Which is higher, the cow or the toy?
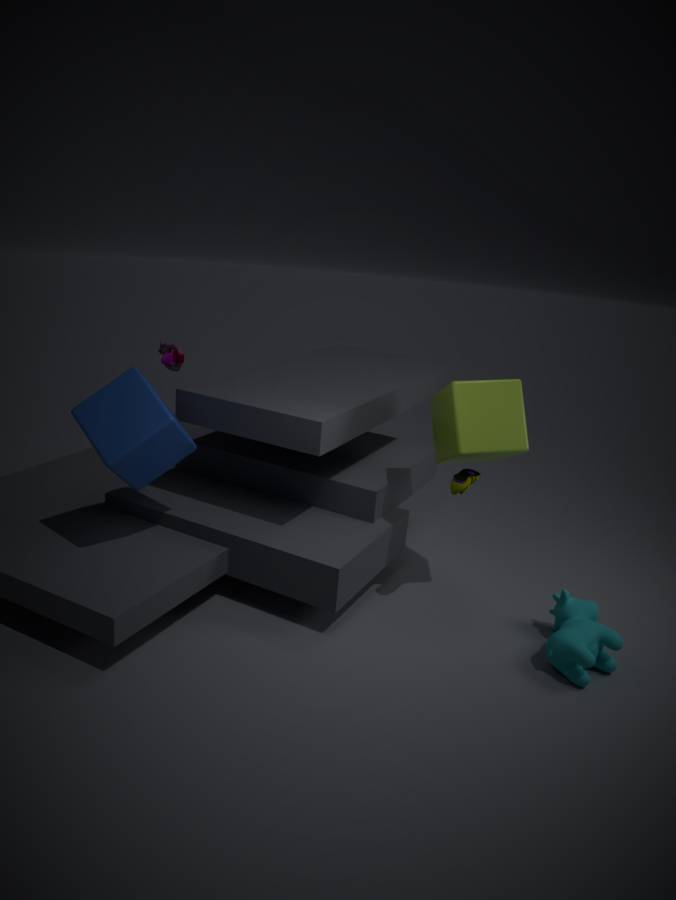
the toy
